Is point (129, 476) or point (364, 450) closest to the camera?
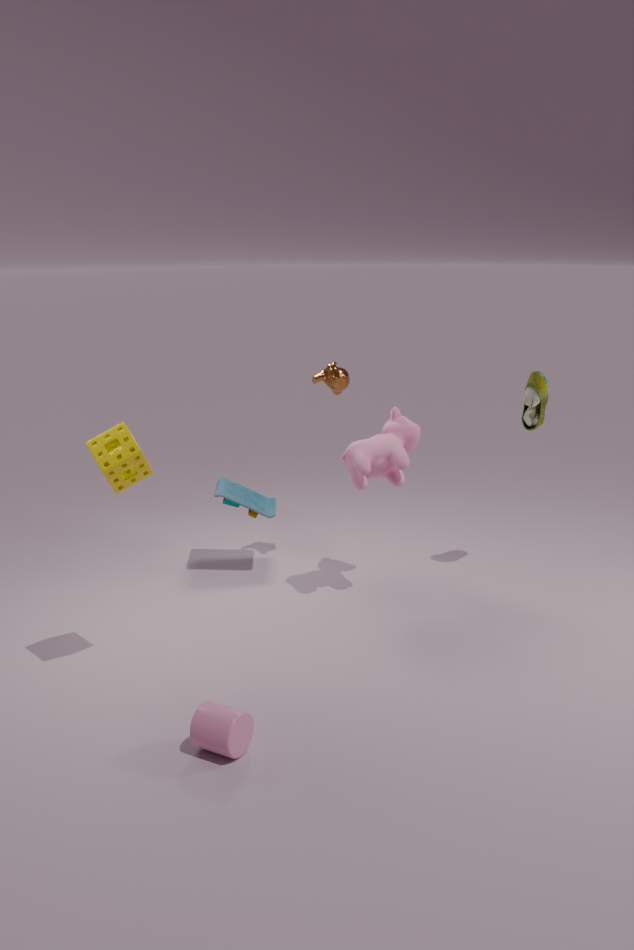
point (129, 476)
